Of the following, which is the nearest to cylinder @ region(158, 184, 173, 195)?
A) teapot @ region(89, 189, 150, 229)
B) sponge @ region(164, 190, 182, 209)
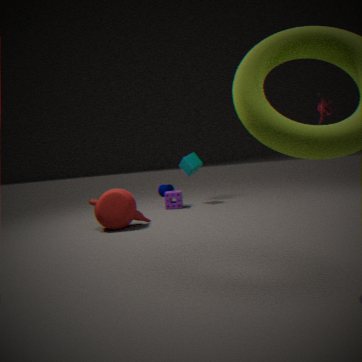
sponge @ region(164, 190, 182, 209)
